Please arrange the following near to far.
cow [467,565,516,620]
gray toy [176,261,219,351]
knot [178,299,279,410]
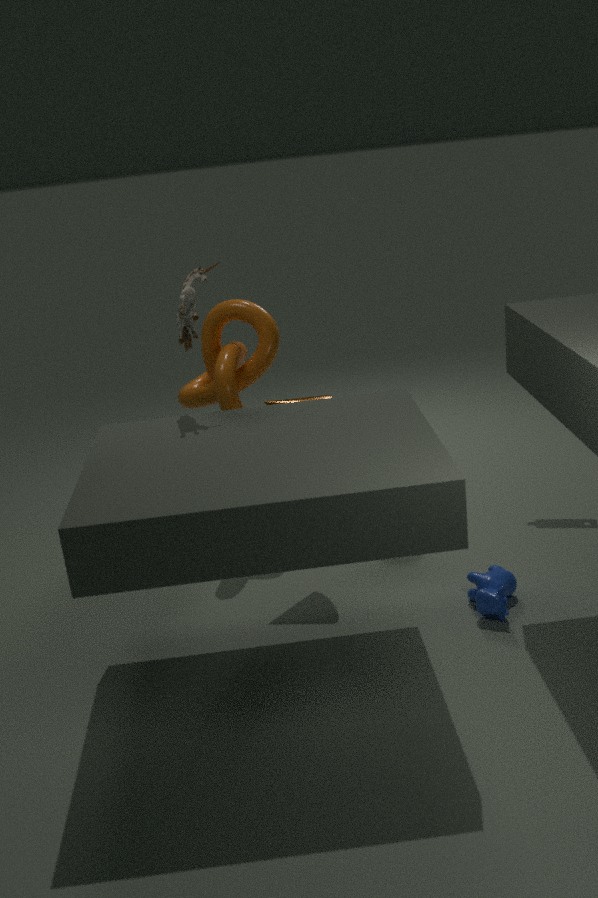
1. gray toy [176,261,219,351]
2. cow [467,565,516,620]
3. knot [178,299,279,410]
